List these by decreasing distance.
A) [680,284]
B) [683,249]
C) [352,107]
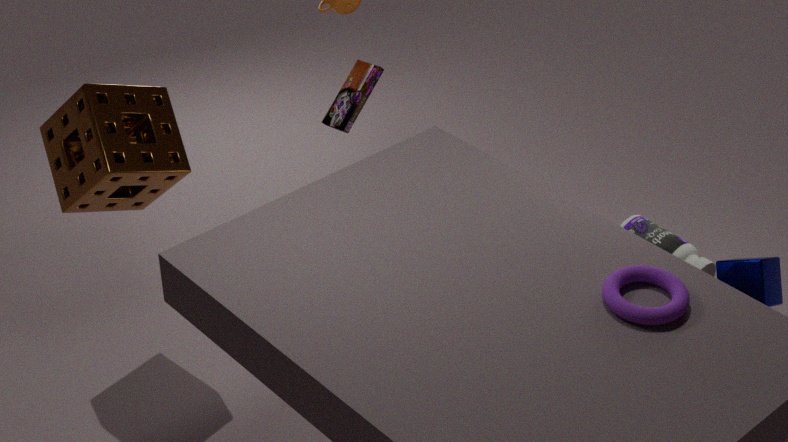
[352,107] → [683,249] → [680,284]
